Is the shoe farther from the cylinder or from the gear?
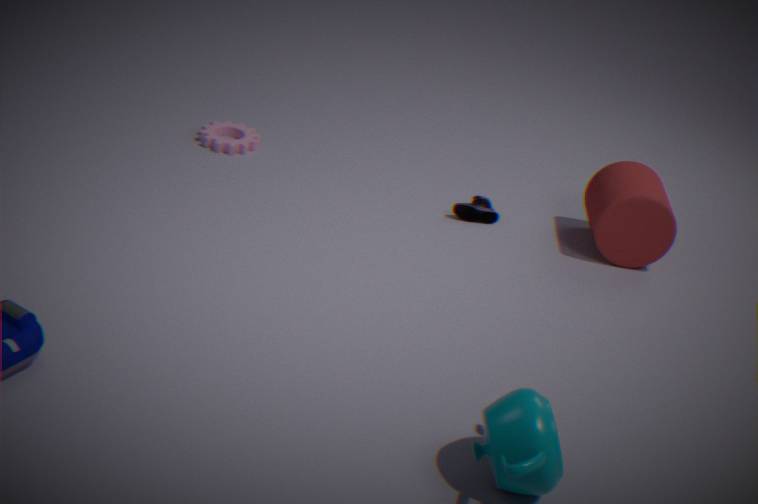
the gear
